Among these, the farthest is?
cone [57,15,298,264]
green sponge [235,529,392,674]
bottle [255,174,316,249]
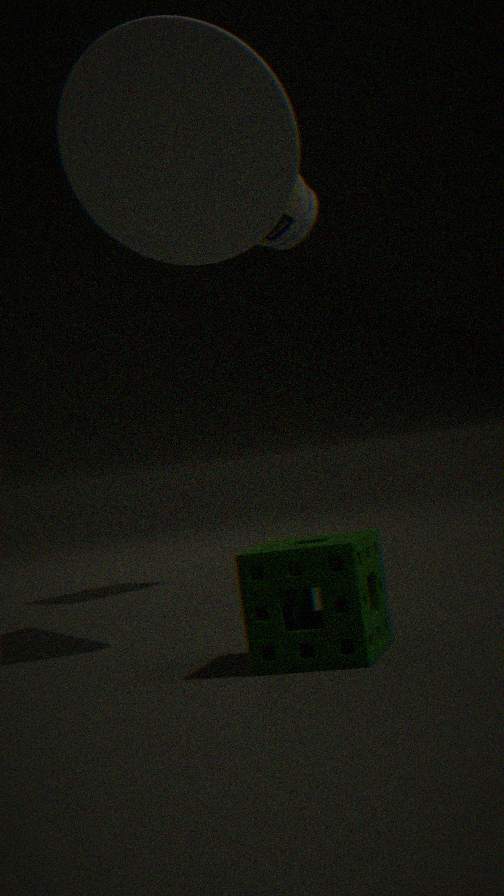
bottle [255,174,316,249]
